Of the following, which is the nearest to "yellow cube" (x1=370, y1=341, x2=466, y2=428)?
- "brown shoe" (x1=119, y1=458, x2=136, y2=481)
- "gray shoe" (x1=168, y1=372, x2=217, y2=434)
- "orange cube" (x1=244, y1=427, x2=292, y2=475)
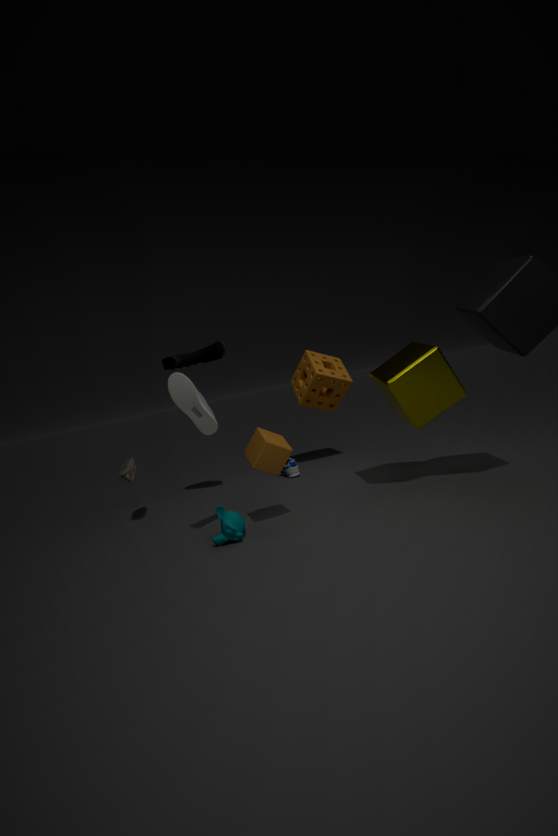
"orange cube" (x1=244, y1=427, x2=292, y2=475)
